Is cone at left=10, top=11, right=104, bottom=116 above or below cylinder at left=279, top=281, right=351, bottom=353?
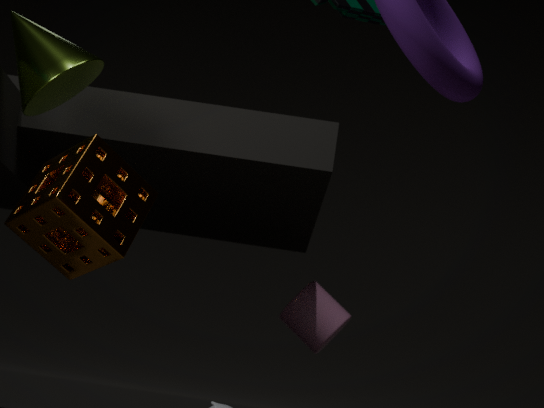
above
